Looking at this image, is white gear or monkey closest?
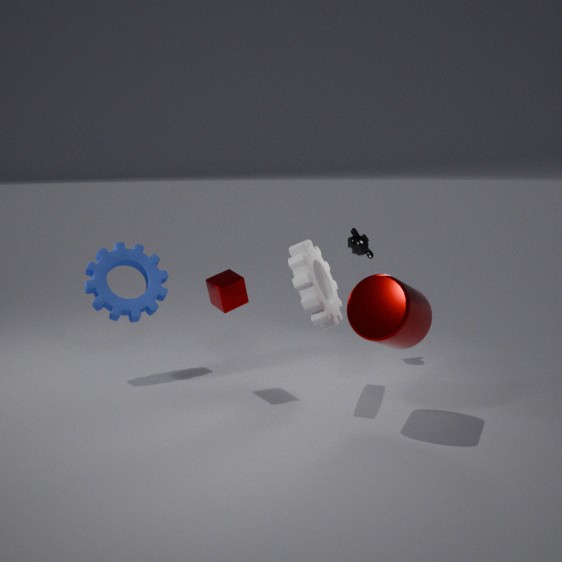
white gear
